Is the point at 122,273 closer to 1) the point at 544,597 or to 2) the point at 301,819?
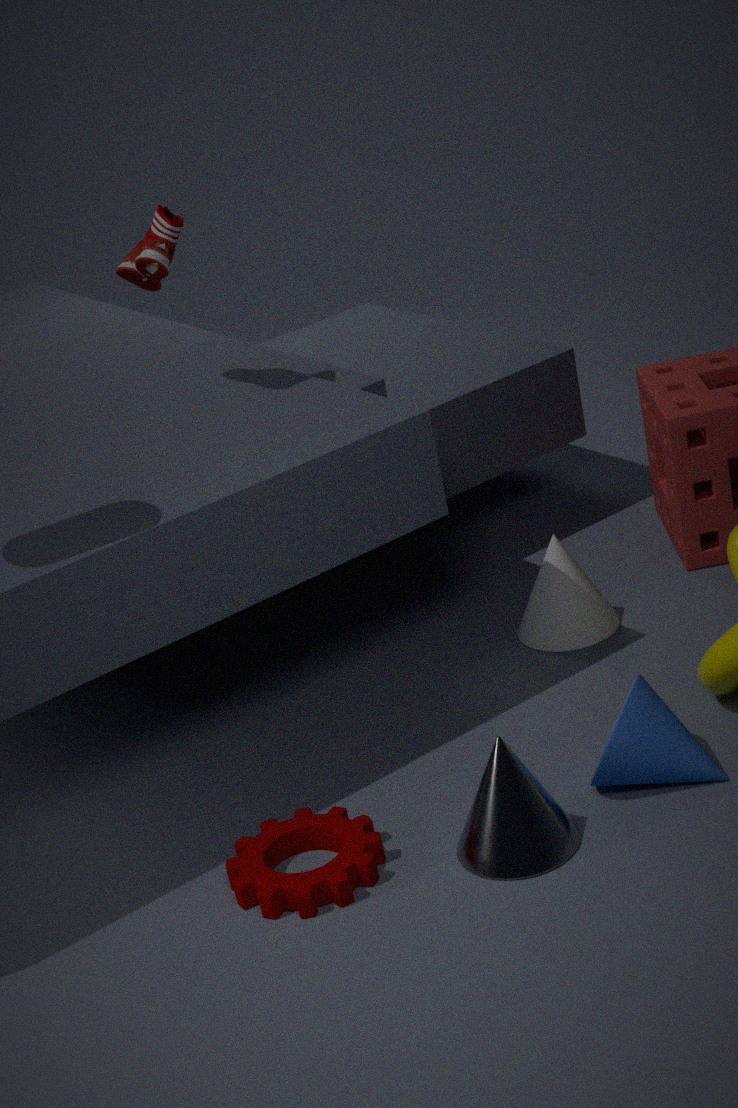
1) the point at 544,597
